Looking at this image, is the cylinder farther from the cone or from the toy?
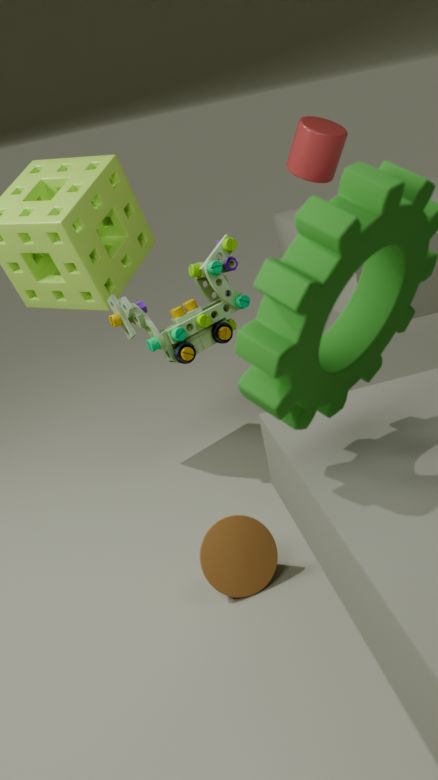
the cone
